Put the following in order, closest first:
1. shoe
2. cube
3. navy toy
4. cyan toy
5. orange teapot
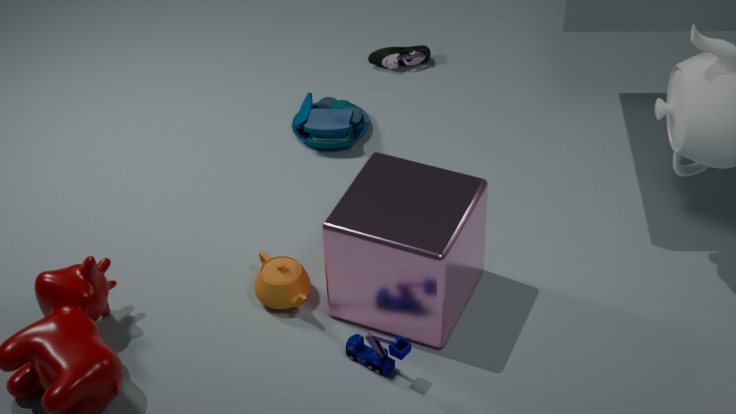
cube, navy toy, orange teapot, cyan toy, shoe
